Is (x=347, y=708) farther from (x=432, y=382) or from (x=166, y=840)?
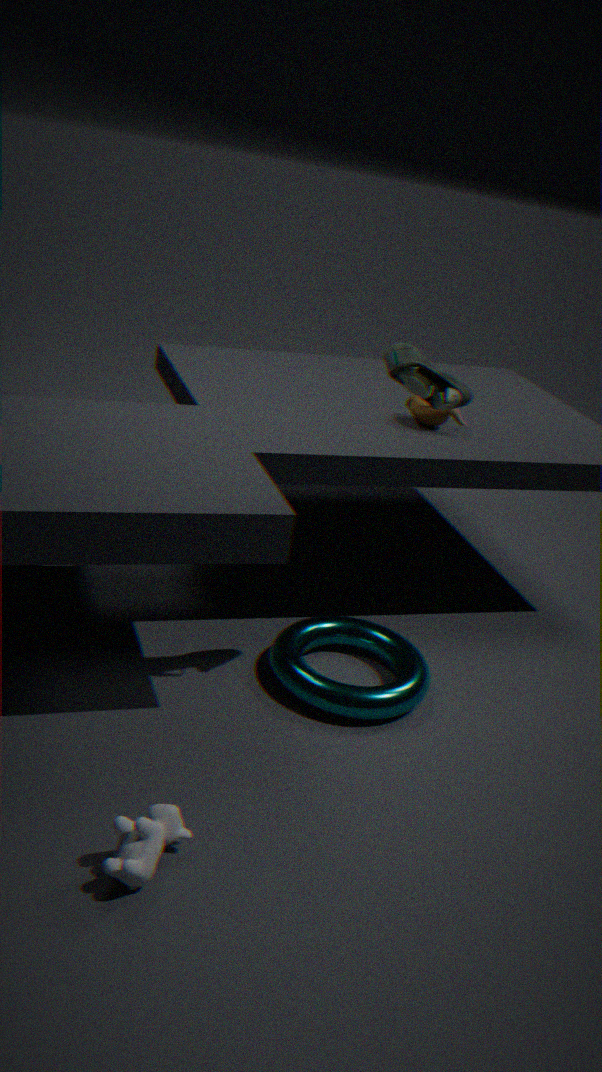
(x=166, y=840)
